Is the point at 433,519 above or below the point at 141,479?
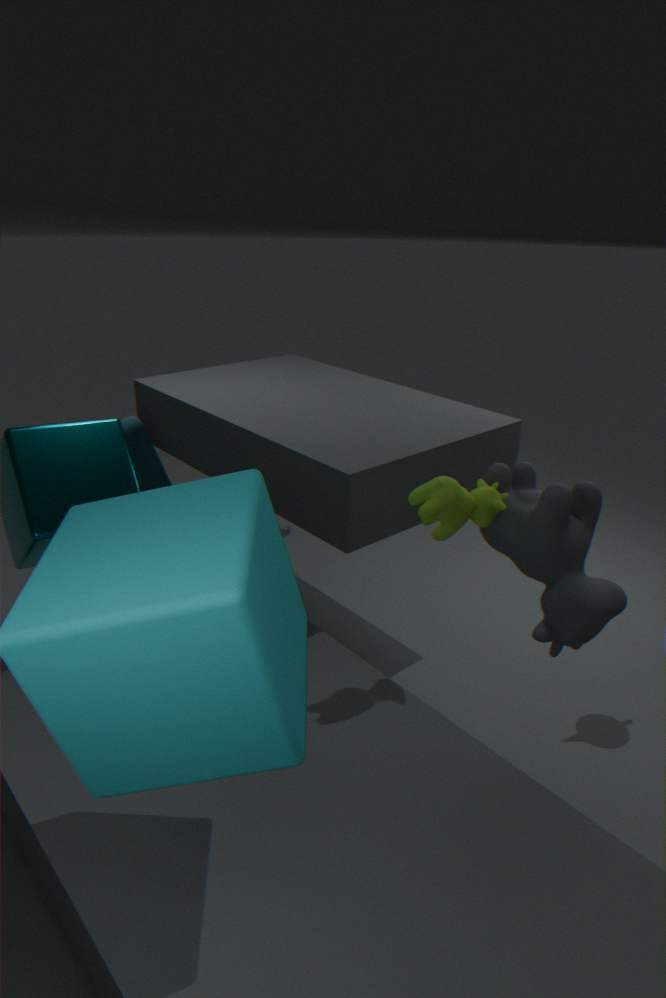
above
